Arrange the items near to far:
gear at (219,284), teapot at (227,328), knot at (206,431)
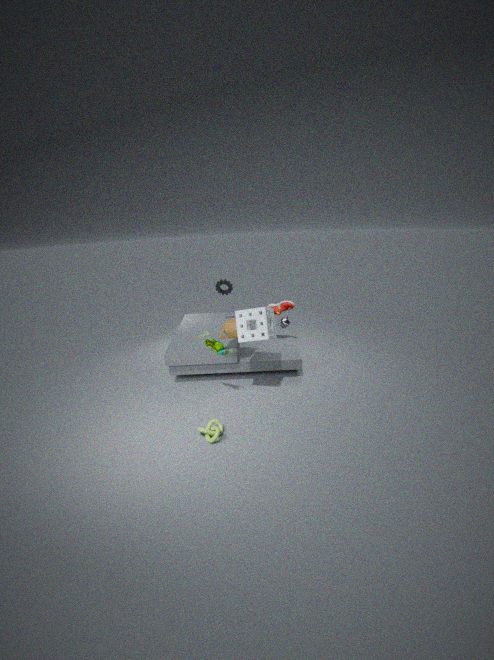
knot at (206,431)
teapot at (227,328)
gear at (219,284)
